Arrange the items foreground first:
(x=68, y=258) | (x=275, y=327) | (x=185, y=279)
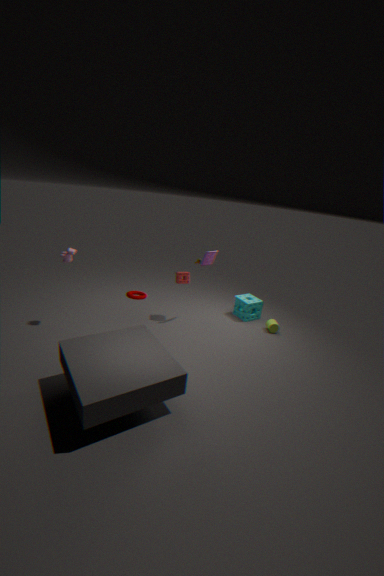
(x=68, y=258)
(x=185, y=279)
(x=275, y=327)
